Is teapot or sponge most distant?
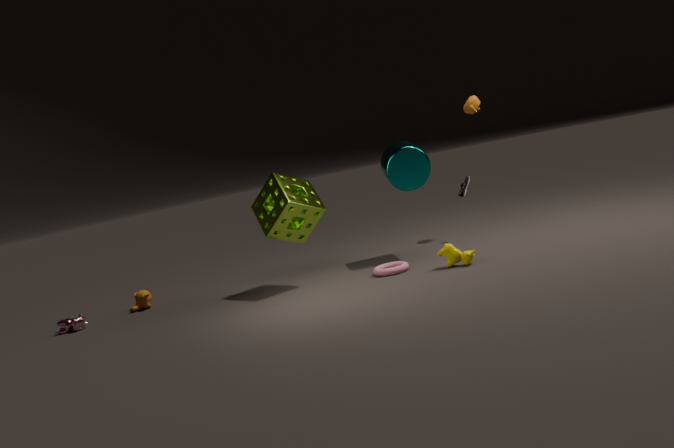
teapot
